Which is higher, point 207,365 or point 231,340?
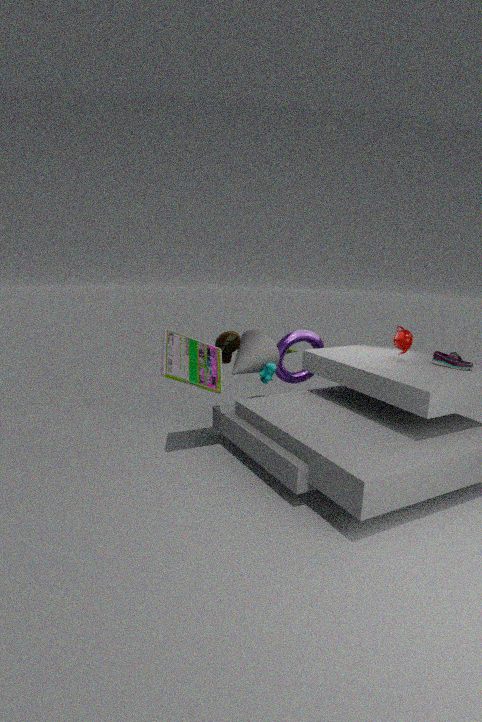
point 207,365
